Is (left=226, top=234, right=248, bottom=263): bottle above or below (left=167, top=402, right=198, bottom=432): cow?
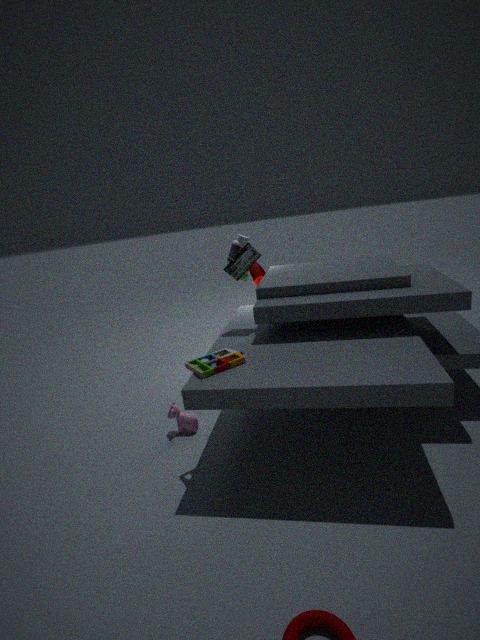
above
